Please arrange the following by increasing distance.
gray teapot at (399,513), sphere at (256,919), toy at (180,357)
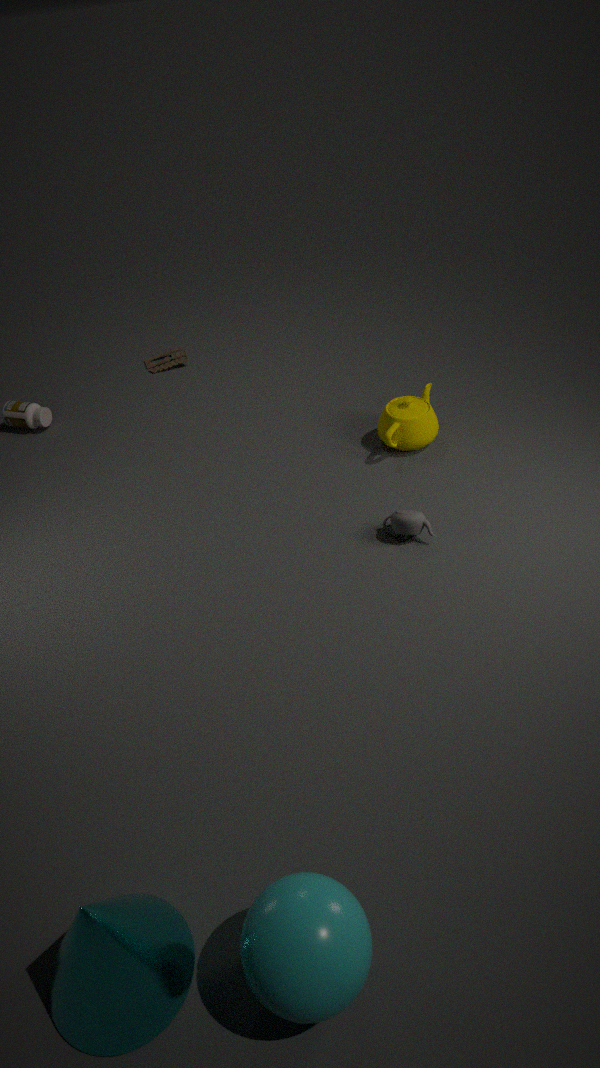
sphere at (256,919)
gray teapot at (399,513)
toy at (180,357)
